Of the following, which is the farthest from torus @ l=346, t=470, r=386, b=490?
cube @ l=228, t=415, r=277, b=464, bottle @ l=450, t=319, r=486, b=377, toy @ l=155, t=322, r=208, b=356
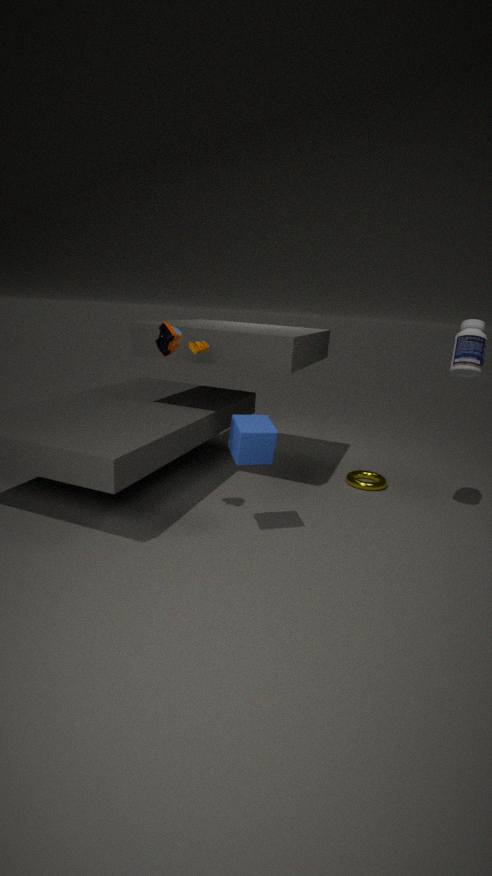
toy @ l=155, t=322, r=208, b=356
